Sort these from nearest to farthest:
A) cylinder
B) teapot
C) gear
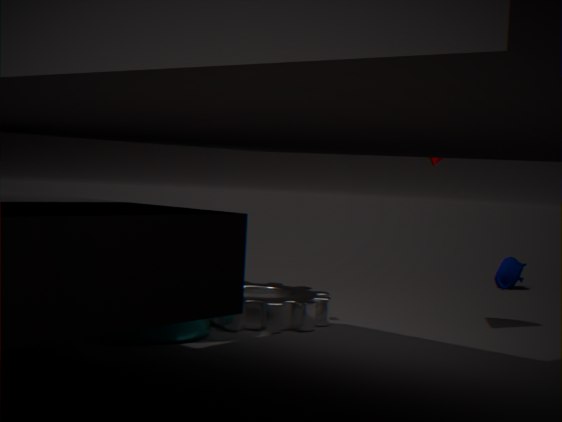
1. cylinder
2. gear
3. teapot
